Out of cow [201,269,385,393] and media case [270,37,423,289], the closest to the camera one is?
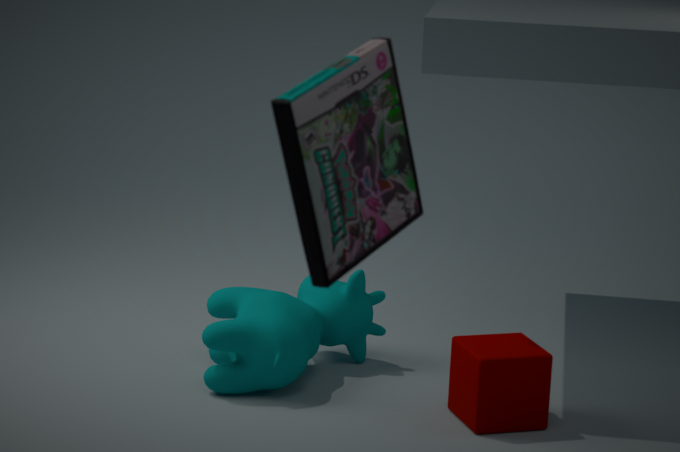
media case [270,37,423,289]
